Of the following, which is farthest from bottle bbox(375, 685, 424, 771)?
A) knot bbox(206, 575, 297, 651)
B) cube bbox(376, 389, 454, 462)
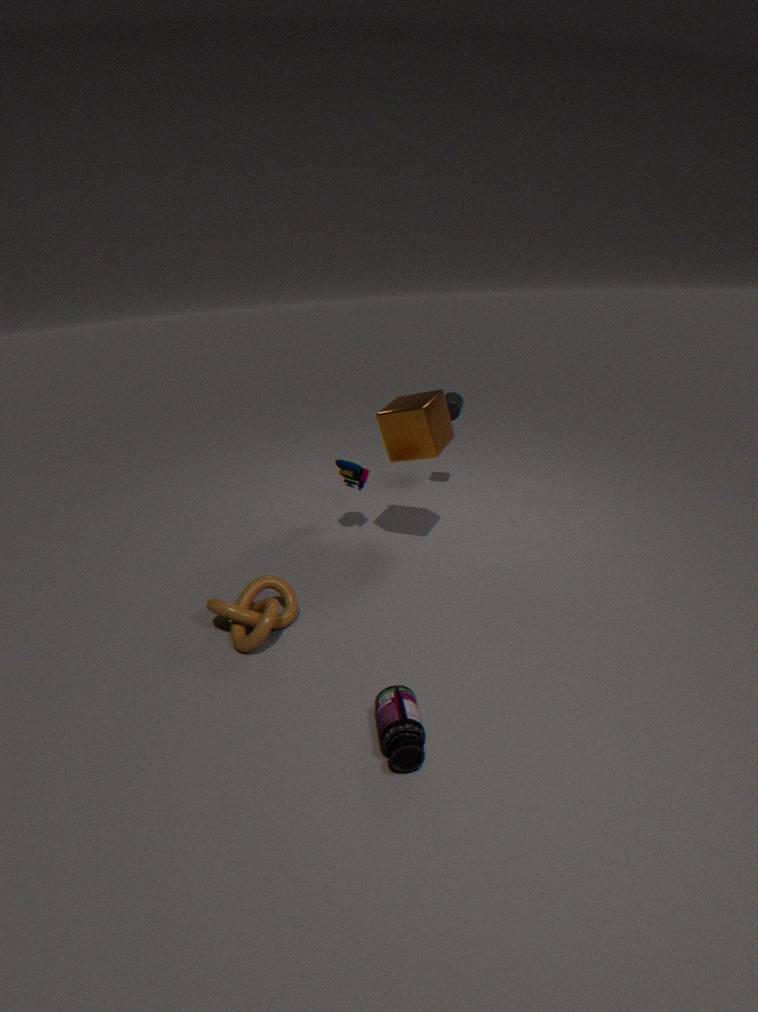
cube bbox(376, 389, 454, 462)
